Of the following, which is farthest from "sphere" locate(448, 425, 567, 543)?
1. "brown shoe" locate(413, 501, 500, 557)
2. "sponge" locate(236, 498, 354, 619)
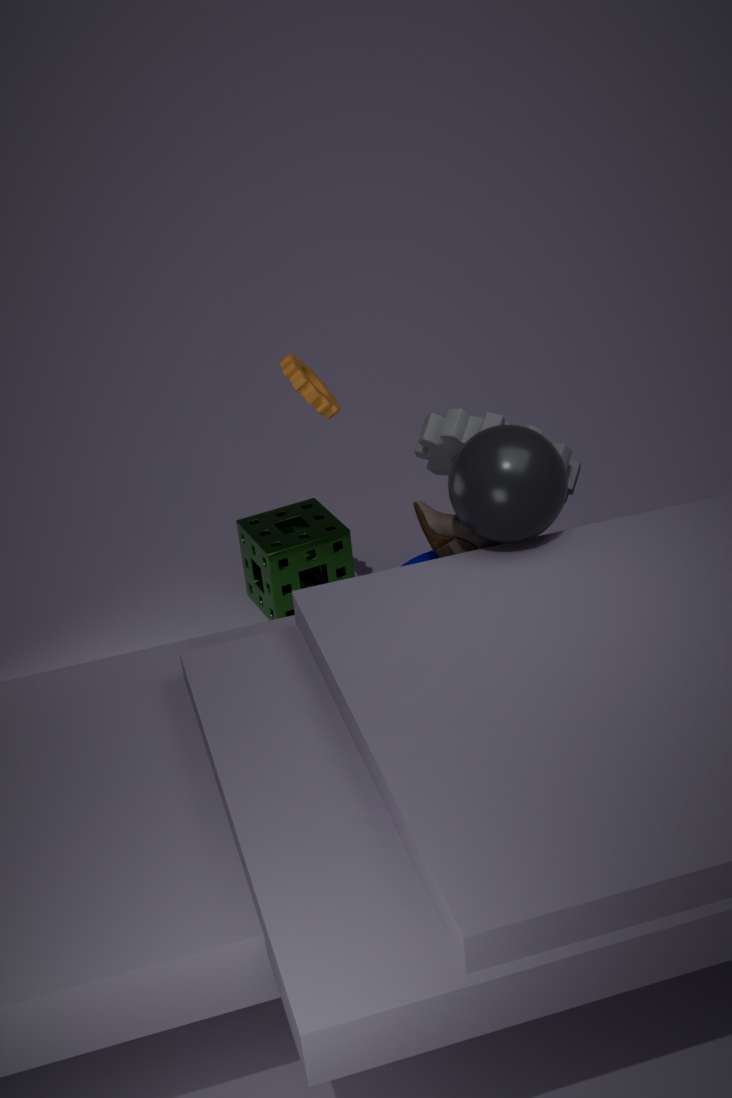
"sponge" locate(236, 498, 354, 619)
